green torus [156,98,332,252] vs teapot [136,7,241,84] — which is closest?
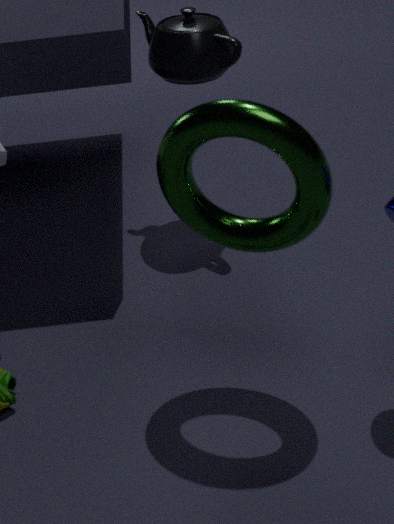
green torus [156,98,332,252]
